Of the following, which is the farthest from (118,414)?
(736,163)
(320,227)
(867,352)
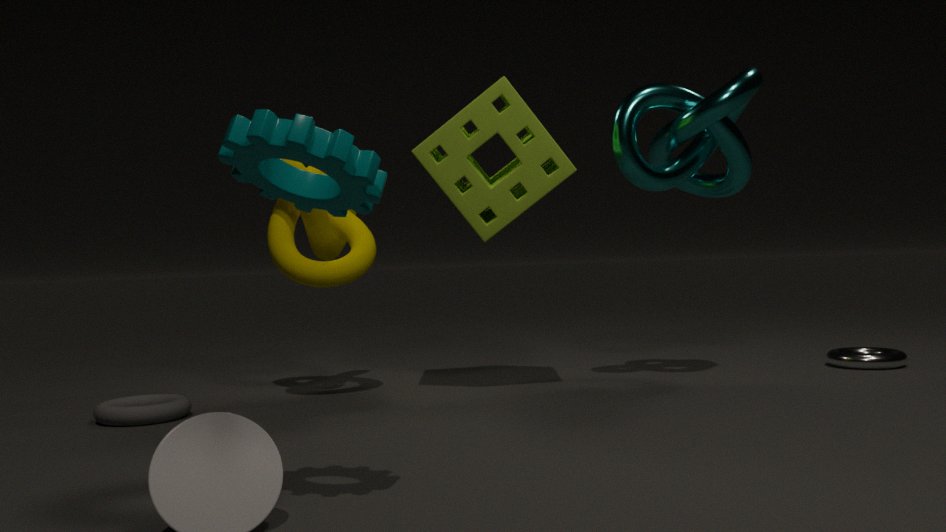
A: (867,352)
